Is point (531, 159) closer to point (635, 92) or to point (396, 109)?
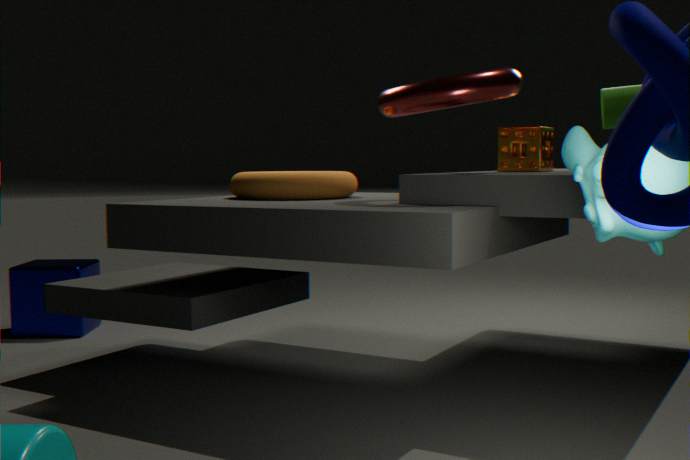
point (396, 109)
